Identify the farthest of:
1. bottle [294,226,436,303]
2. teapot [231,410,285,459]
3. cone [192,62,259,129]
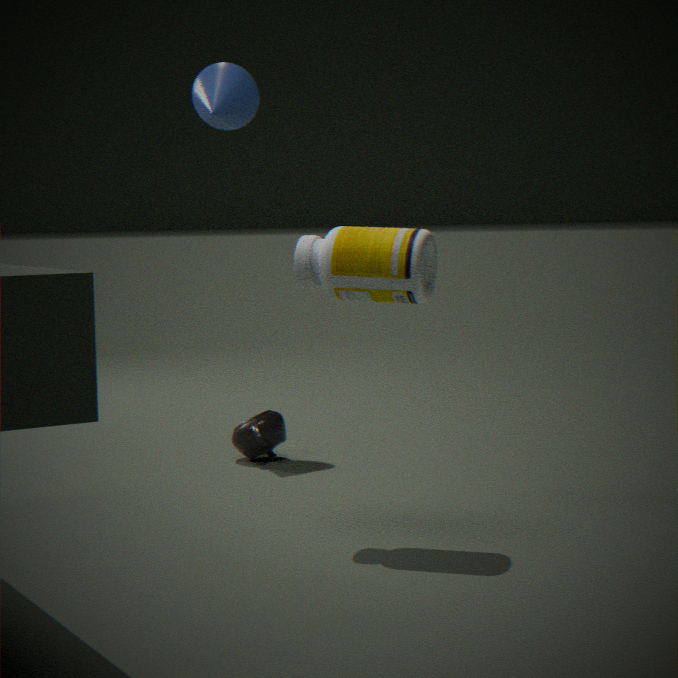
cone [192,62,259,129]
